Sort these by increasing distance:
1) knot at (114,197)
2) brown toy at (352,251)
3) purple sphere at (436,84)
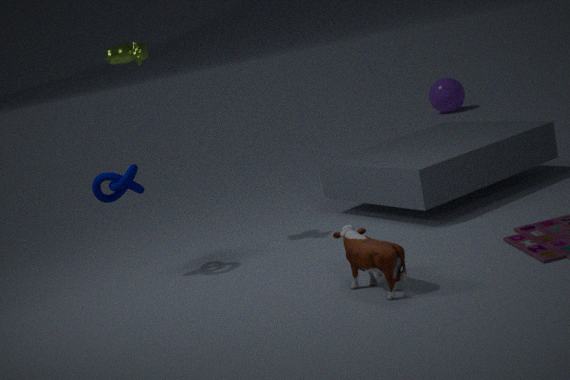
2. brown toy at (352,251), 1. knot at (114,197), 3. purple sphere at (436,84)
